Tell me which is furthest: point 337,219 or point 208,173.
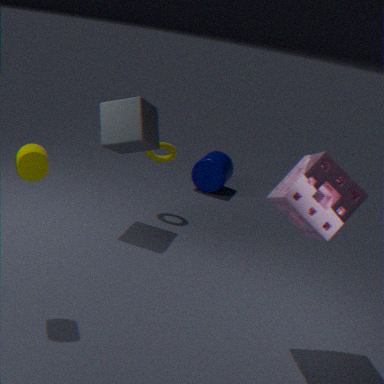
point 208,173
